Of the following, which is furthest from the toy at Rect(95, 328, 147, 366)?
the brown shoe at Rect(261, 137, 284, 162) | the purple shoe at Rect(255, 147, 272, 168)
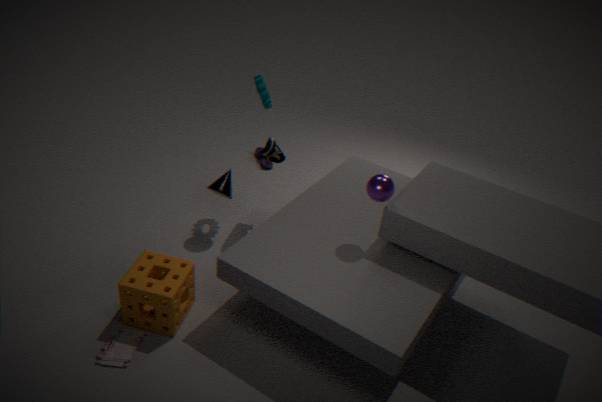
the purple shoe at Rect(255, 147, 272, 168)
